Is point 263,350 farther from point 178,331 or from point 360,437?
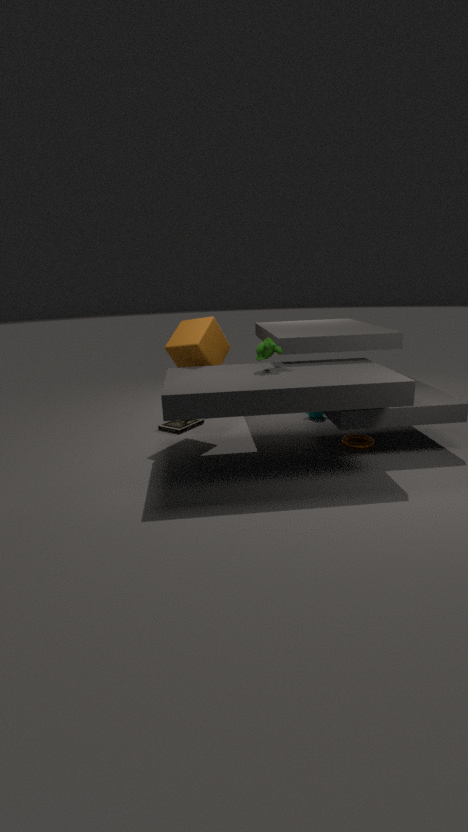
point 360,437
